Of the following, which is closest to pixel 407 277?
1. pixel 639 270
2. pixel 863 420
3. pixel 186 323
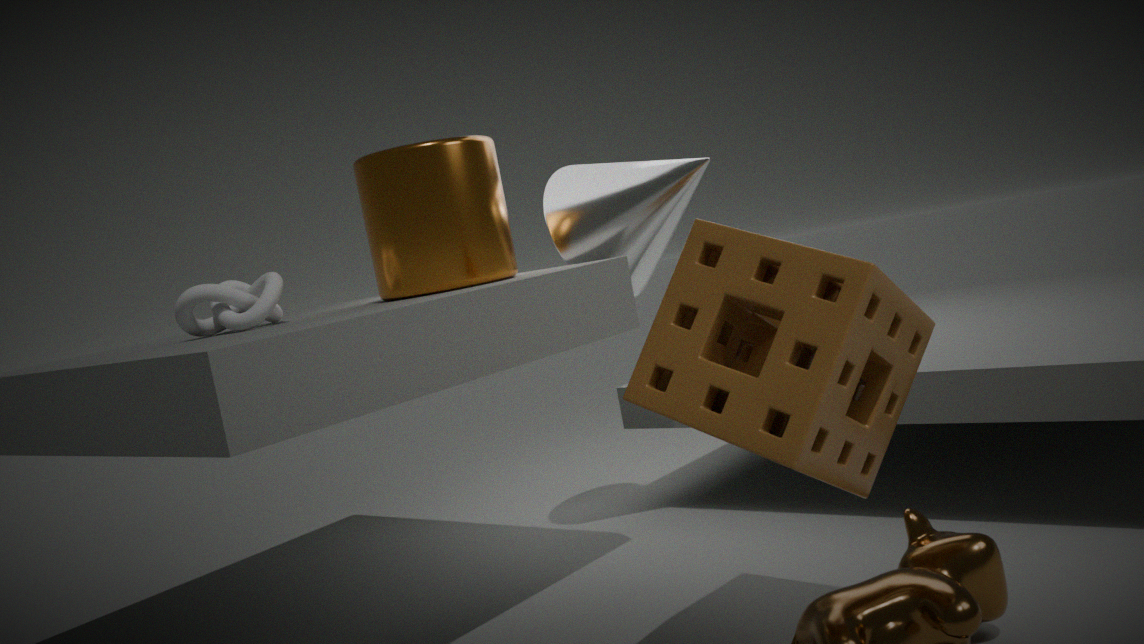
pixel 186 323
